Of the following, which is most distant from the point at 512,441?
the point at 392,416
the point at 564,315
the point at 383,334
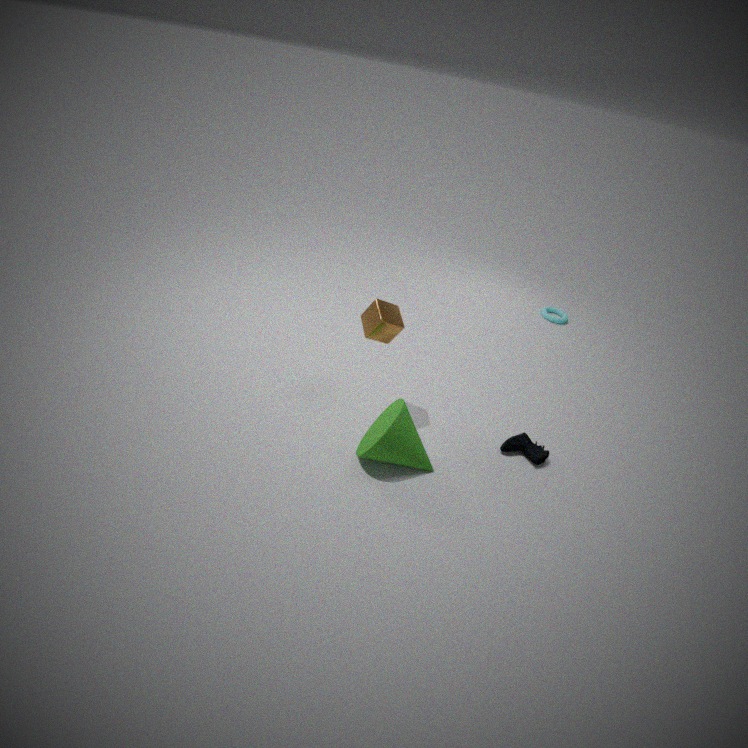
the point at 564,315
